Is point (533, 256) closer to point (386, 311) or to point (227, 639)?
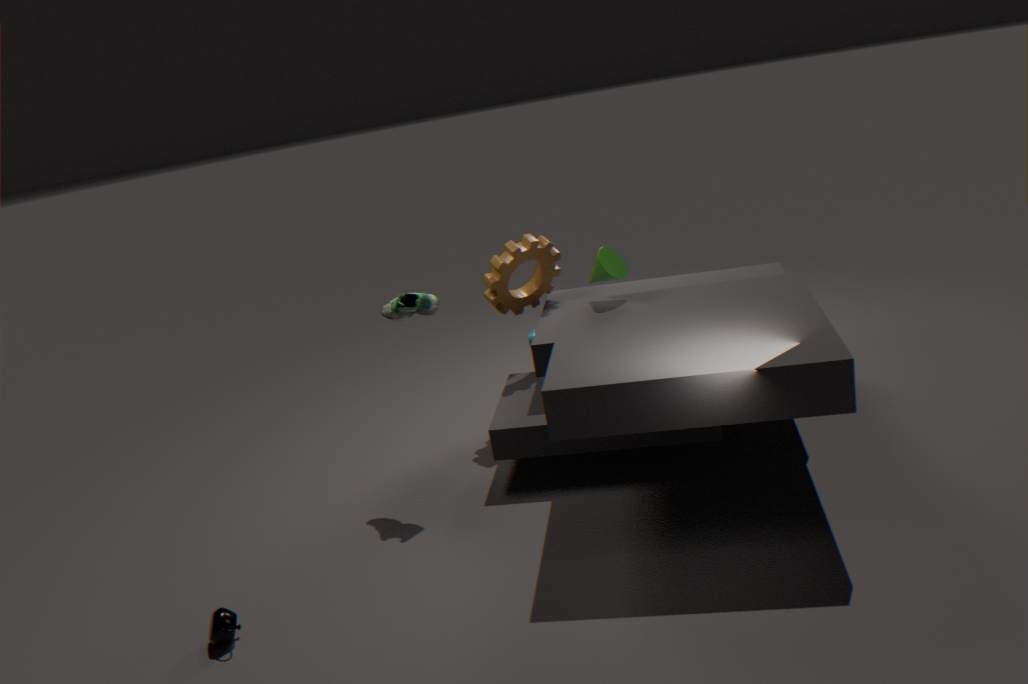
point (386, 311)
